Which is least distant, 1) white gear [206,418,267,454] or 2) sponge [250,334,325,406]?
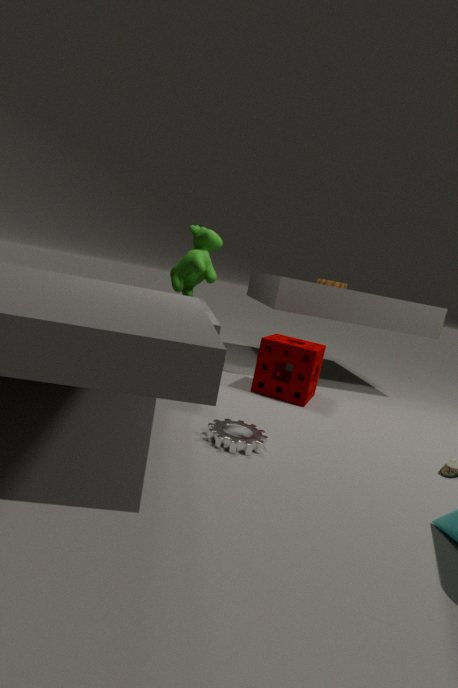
1. white gear [206,418,267,454]
